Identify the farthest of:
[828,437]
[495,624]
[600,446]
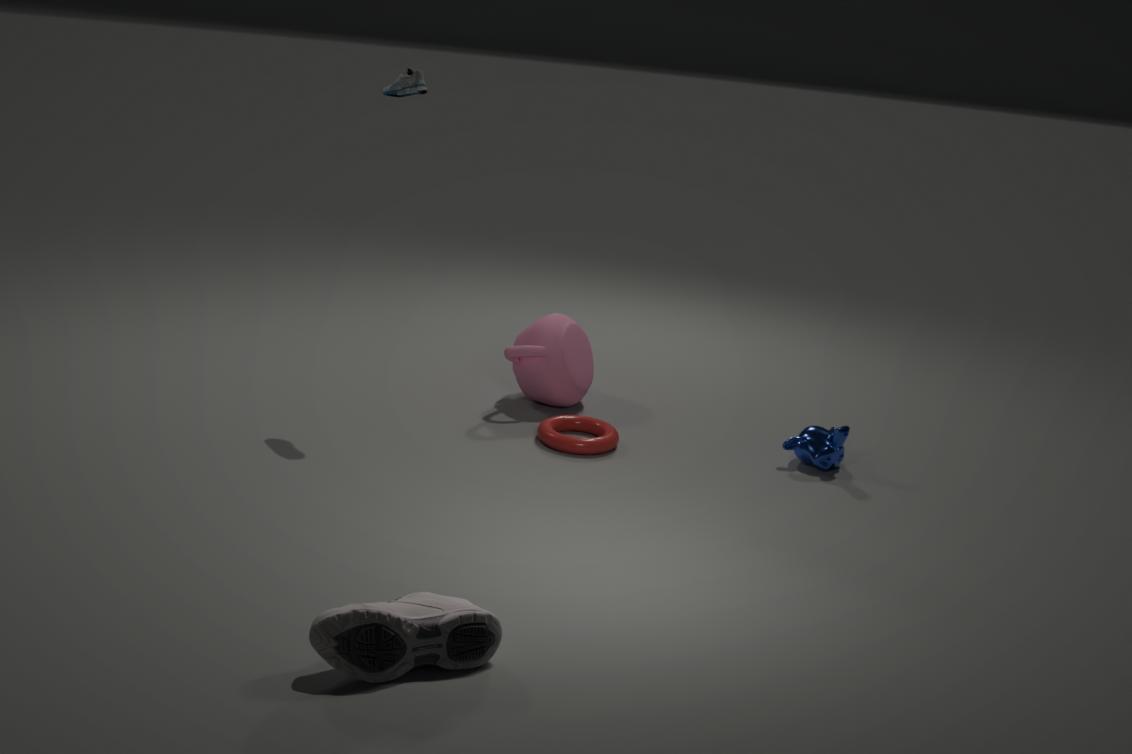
[828,437]
